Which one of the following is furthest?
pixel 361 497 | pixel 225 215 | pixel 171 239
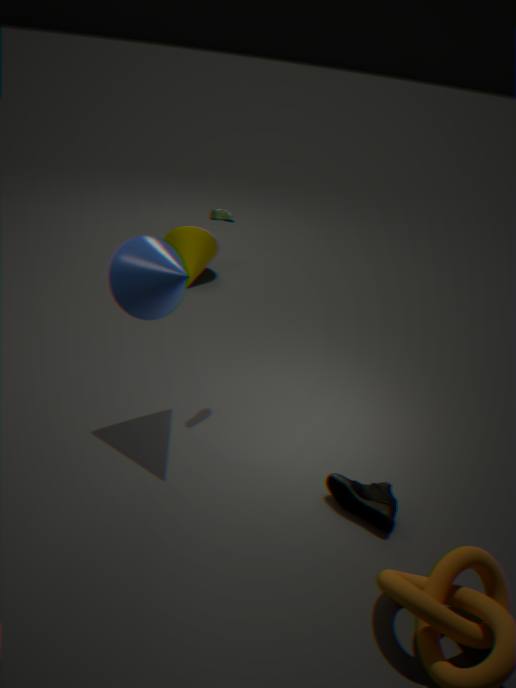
pixel 171 239
